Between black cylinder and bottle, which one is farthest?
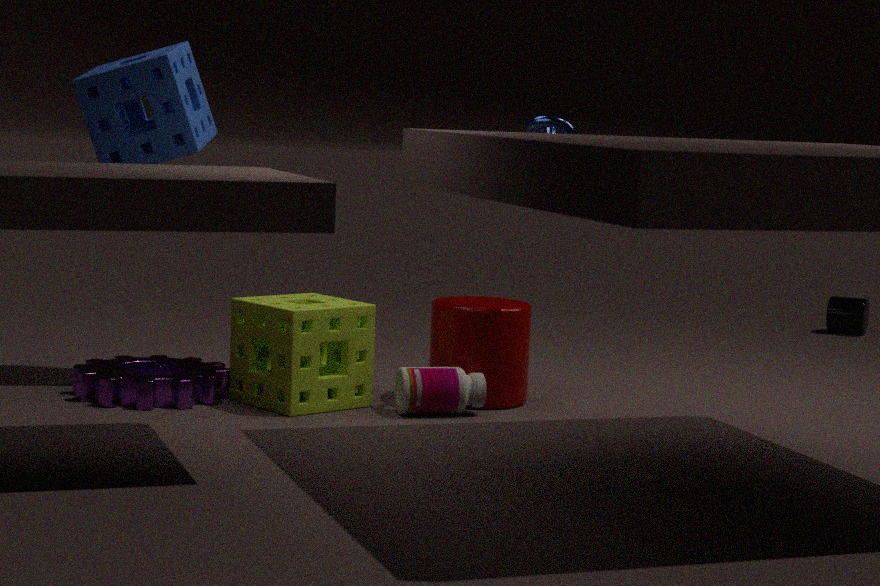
black cylinder
